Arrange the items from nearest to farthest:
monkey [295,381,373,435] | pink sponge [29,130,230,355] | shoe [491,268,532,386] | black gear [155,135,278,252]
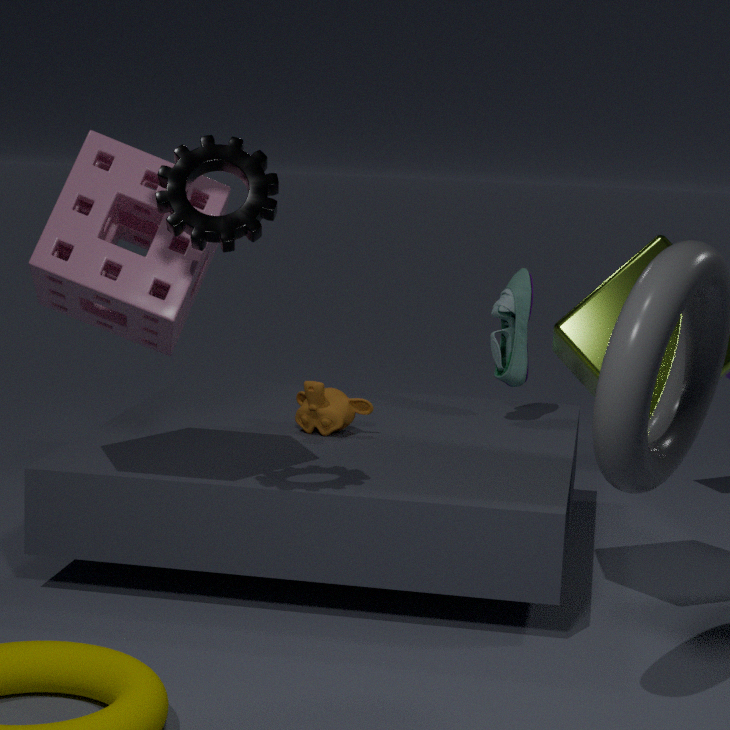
black gear [155,135,278,252]
pink sponge [29,130,230,355]
monkey [295,381,373,435]
shoe [491,268,532,386]
